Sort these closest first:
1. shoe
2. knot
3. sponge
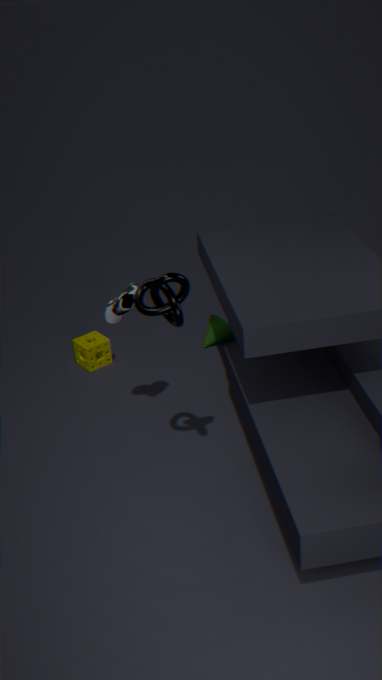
knot, shoe, sponge
